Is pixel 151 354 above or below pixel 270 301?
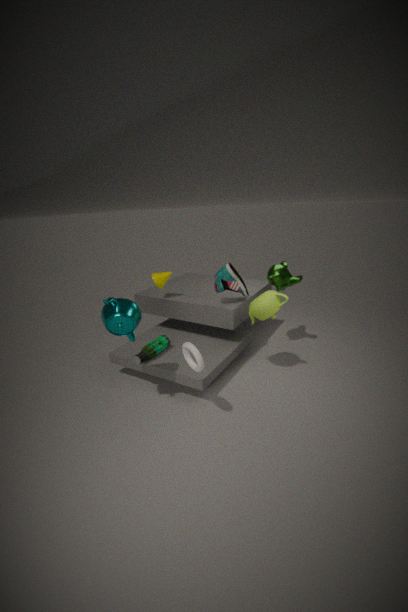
below
